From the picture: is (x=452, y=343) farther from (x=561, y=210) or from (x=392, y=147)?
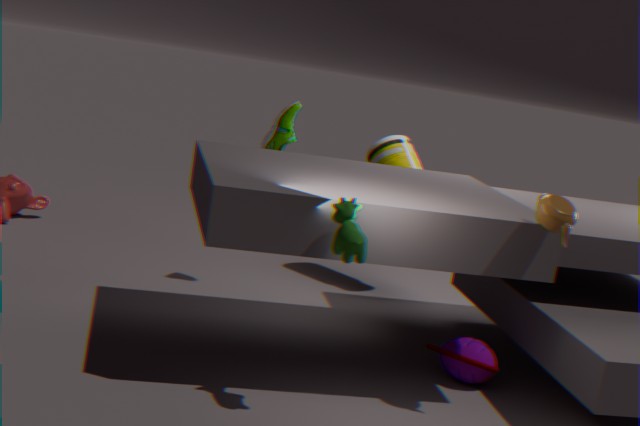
(x=392, y=147)
